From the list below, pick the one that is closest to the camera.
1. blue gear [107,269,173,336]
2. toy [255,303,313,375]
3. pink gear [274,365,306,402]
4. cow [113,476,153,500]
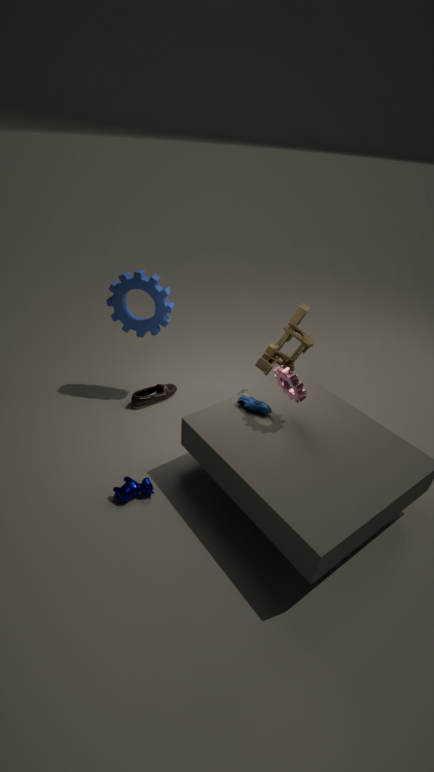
pink gear [274,365,306,402]
